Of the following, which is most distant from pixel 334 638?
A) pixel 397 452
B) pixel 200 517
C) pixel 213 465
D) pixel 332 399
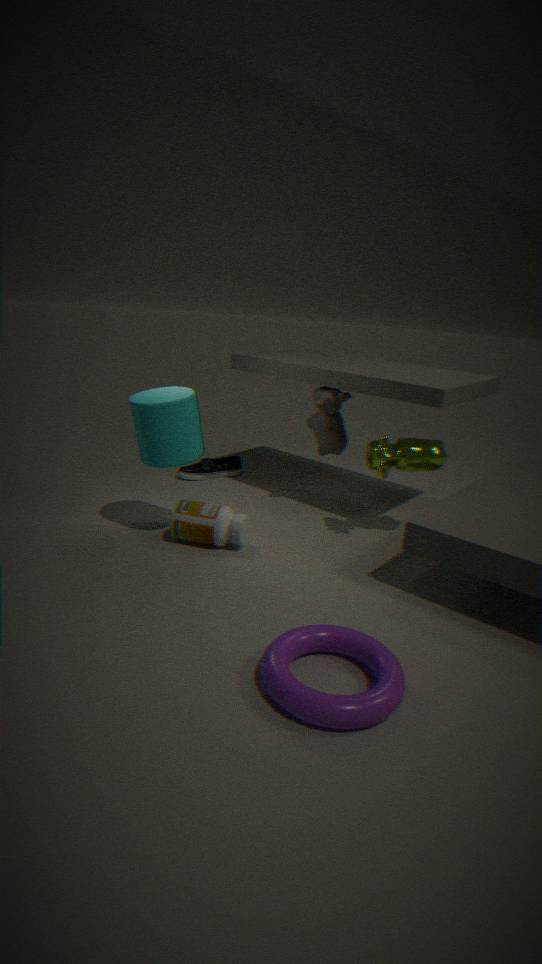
pixel 213 465
